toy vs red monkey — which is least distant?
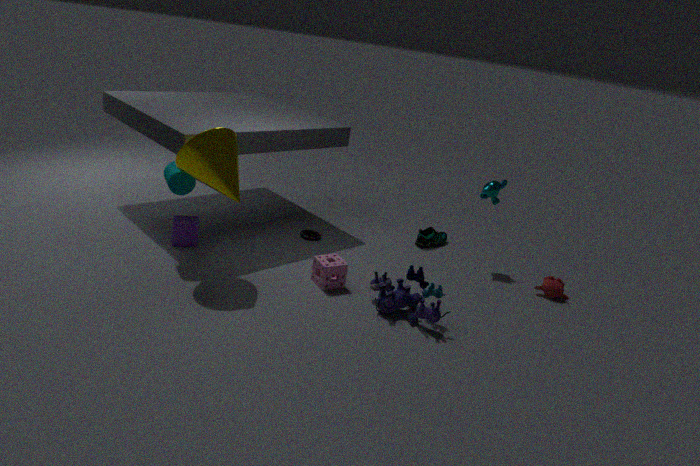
toy
